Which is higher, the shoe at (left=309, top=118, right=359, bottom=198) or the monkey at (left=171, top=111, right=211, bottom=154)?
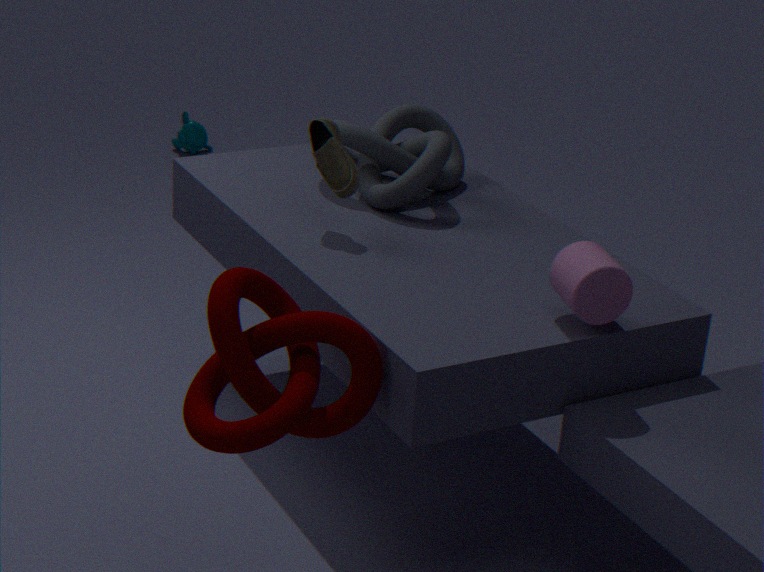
the shoe at (left=309, top=118, right=359, bottom=198)
